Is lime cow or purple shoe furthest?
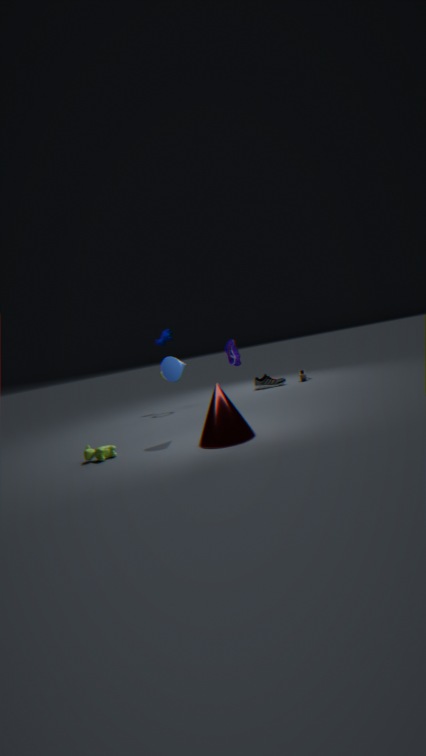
purple shoe
